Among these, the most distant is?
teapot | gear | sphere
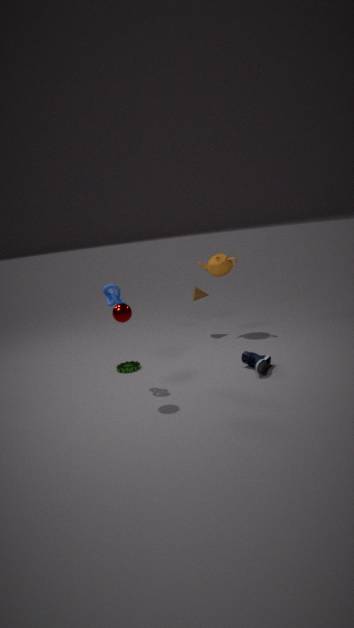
teapot
